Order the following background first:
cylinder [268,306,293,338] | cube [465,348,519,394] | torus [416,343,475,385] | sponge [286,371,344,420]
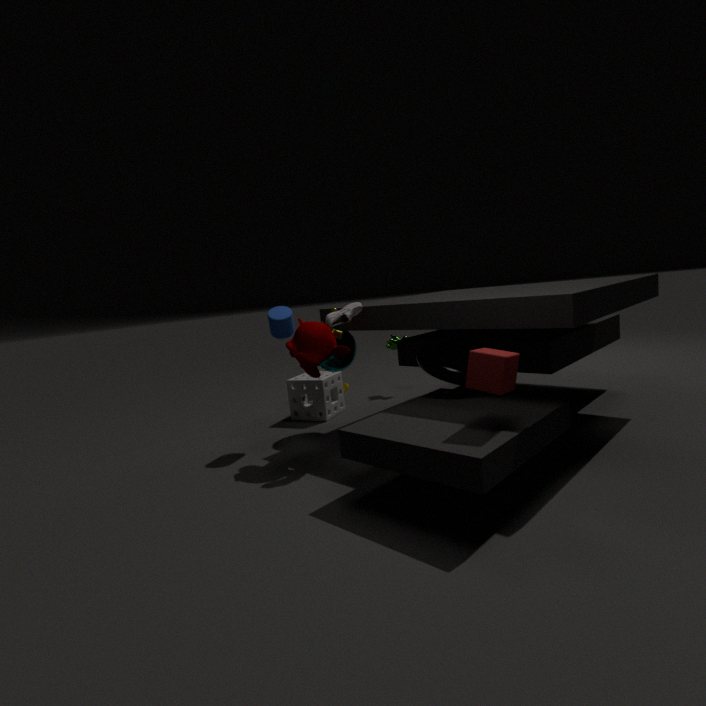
sponge [286,371,344,420], cylinder [268,306,293,338], torus [416,343,475,385], cube [465,348,519,394]
